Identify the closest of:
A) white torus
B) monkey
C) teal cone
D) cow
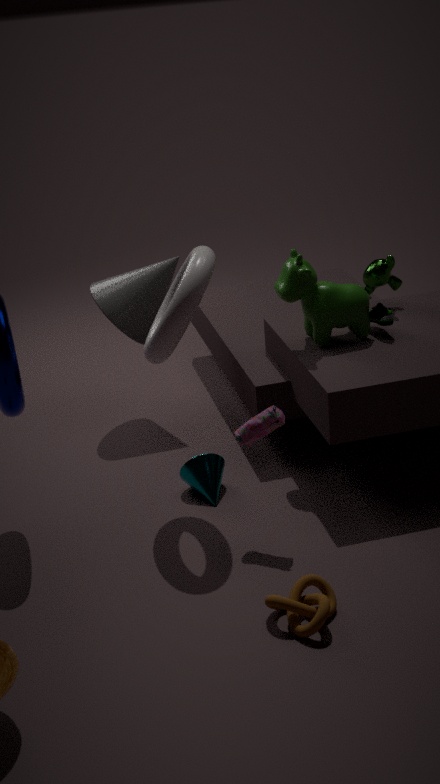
white torus
